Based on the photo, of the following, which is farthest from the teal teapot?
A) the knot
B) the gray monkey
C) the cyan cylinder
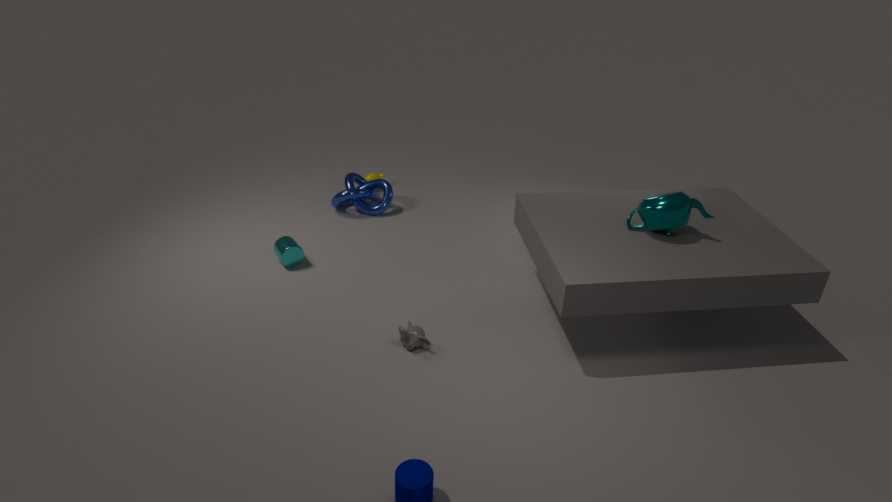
the cyan cylinder
